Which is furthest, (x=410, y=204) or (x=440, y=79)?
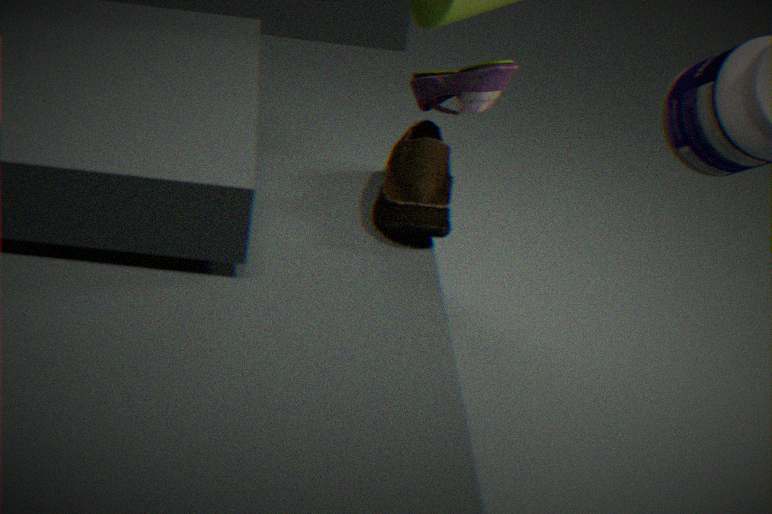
(x=440, y=79)
